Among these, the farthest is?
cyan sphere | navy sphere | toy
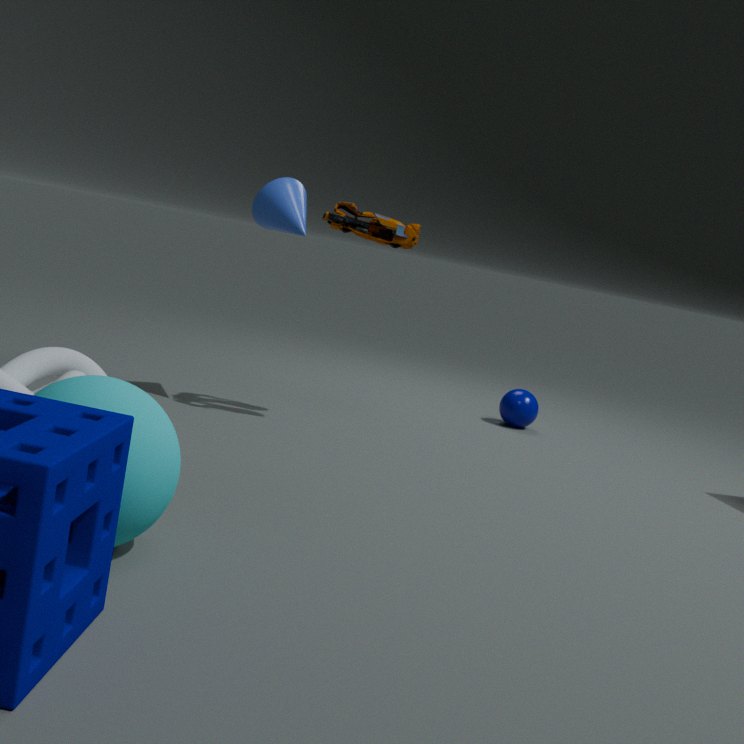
navy sphere
